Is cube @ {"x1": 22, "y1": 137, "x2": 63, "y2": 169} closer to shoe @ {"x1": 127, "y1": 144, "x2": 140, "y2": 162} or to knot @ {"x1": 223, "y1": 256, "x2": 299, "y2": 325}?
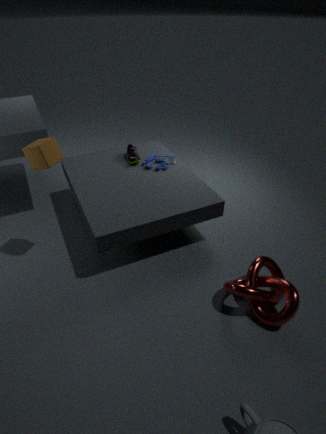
shoe @ {"x1": 127, "y1": 144, "x2": 140, "y2": 162}
